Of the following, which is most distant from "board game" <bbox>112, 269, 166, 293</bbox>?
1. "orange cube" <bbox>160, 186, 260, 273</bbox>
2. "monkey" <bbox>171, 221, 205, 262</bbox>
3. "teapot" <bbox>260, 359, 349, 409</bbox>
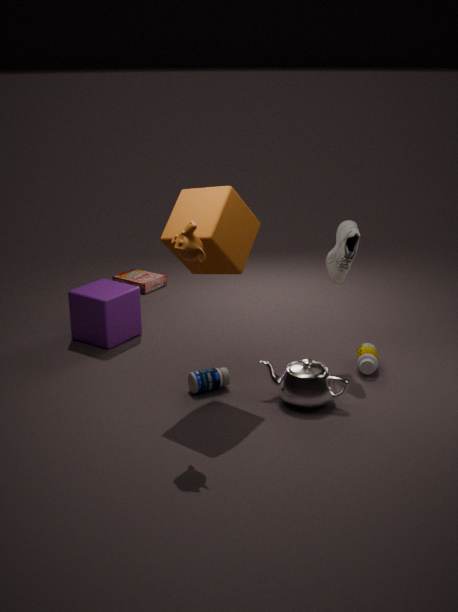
"monkey" <bbox>171, 221, 205, 262</bbox>
